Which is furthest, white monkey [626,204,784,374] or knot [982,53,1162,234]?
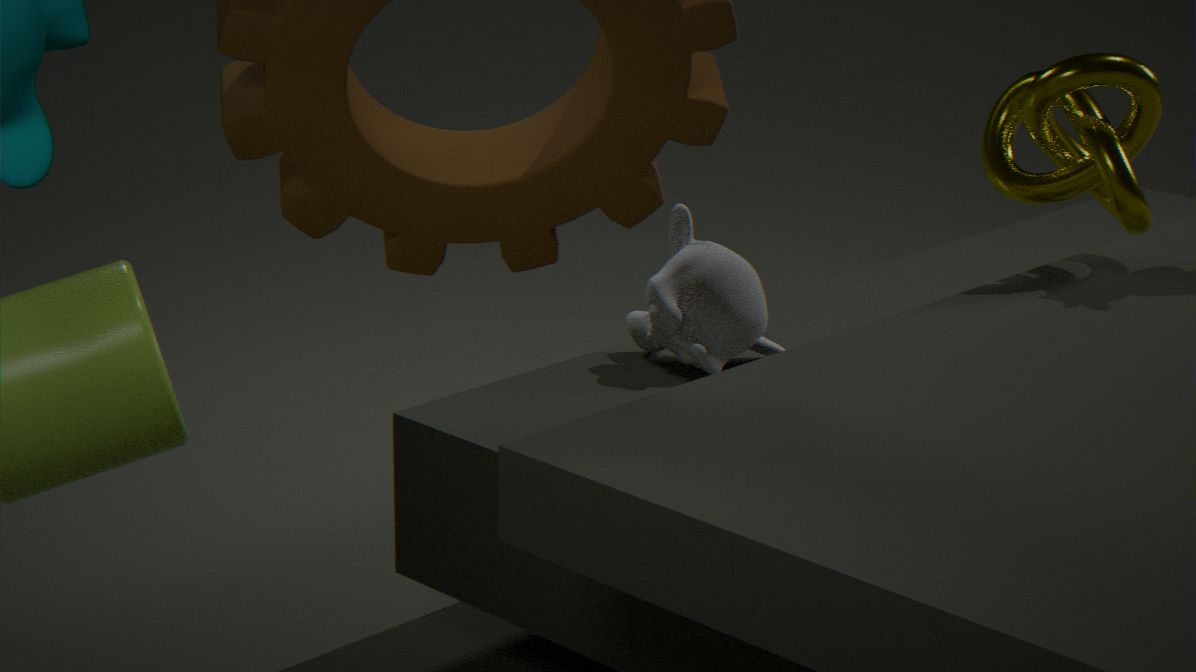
white monkey [626,204,784,374]
